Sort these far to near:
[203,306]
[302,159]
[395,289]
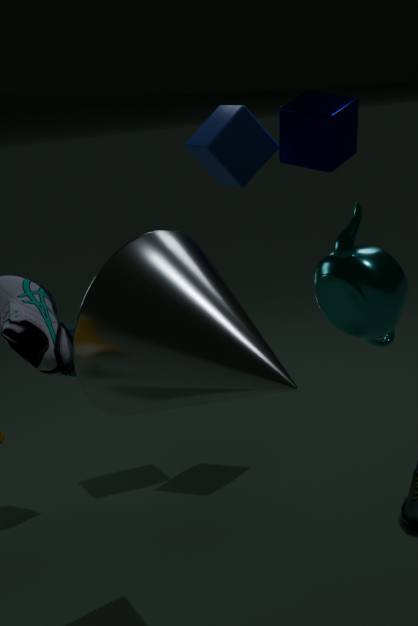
[302,159]
[203,306]
[395,289]
